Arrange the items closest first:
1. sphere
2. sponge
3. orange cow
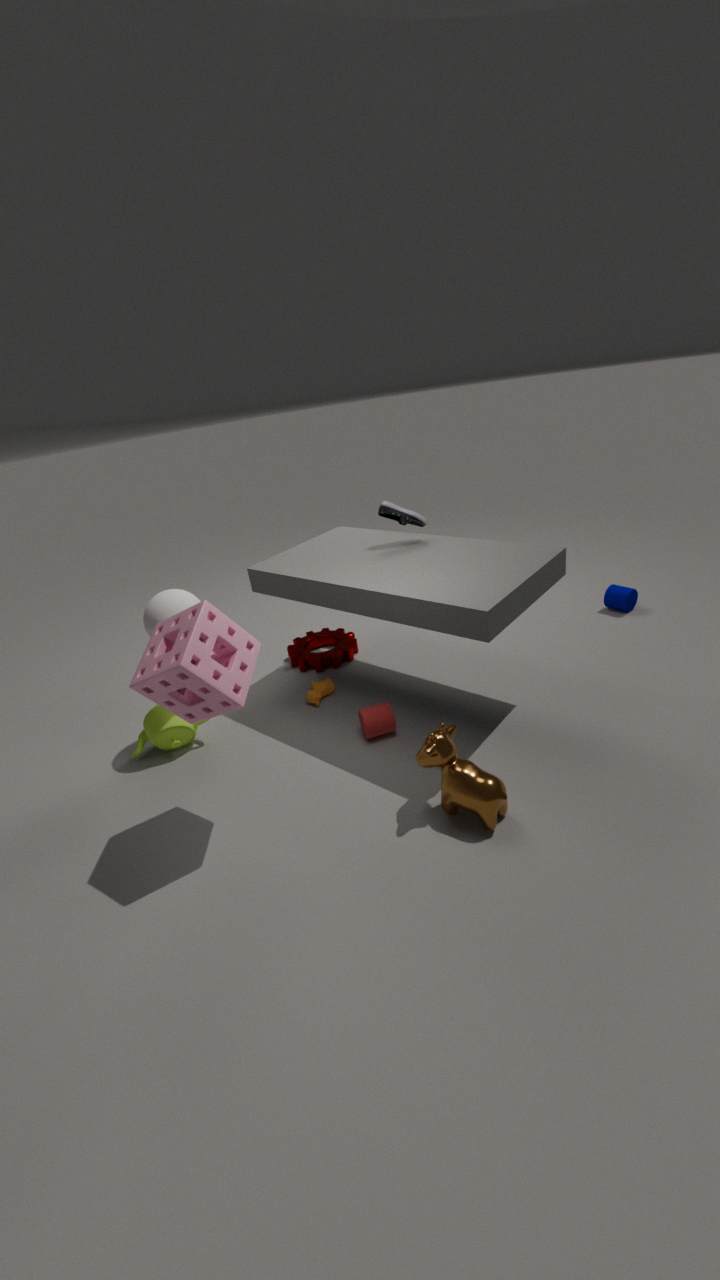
sponge, sphere, orange cow
